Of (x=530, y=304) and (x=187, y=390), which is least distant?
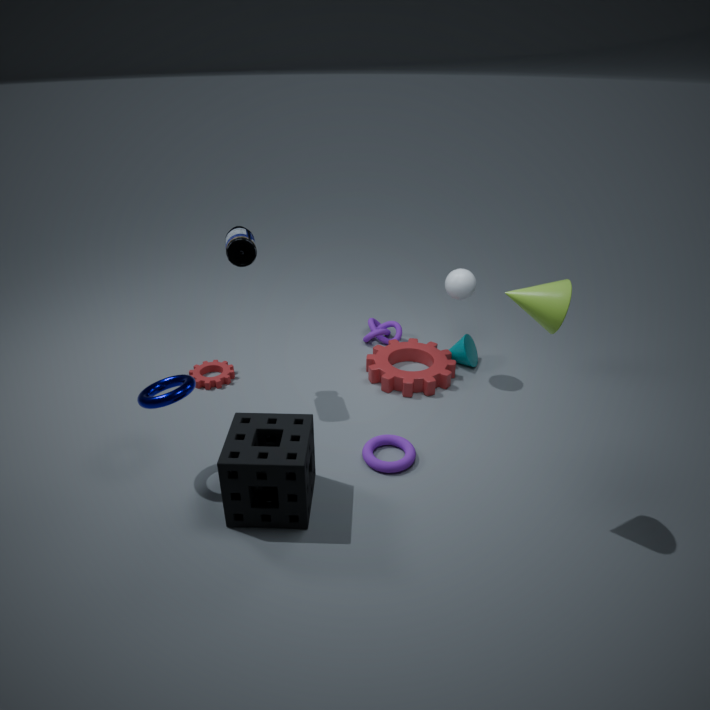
(x=530, y=304)
